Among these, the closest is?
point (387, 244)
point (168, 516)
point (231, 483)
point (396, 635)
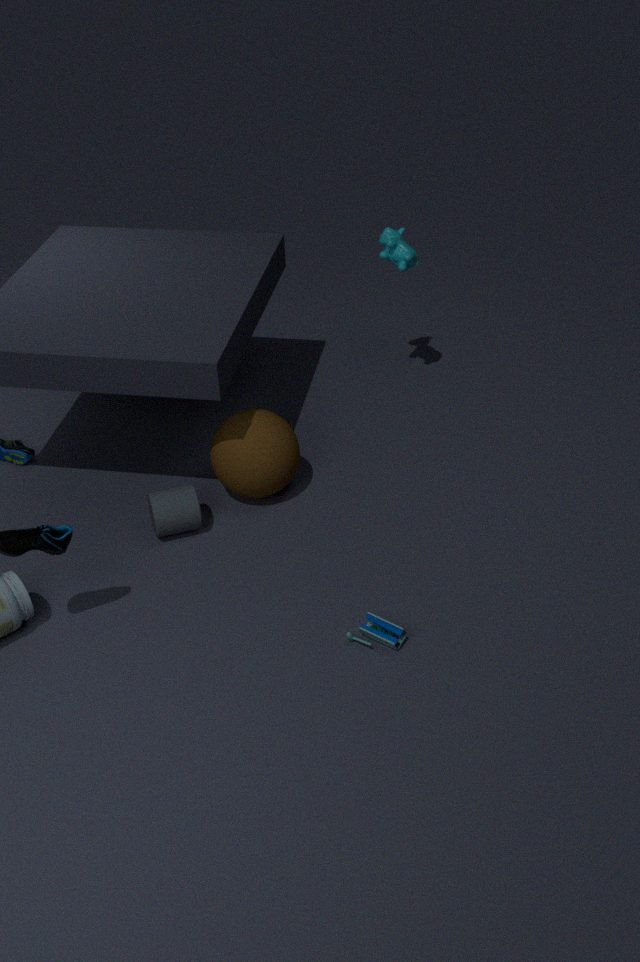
point (396, 635)
